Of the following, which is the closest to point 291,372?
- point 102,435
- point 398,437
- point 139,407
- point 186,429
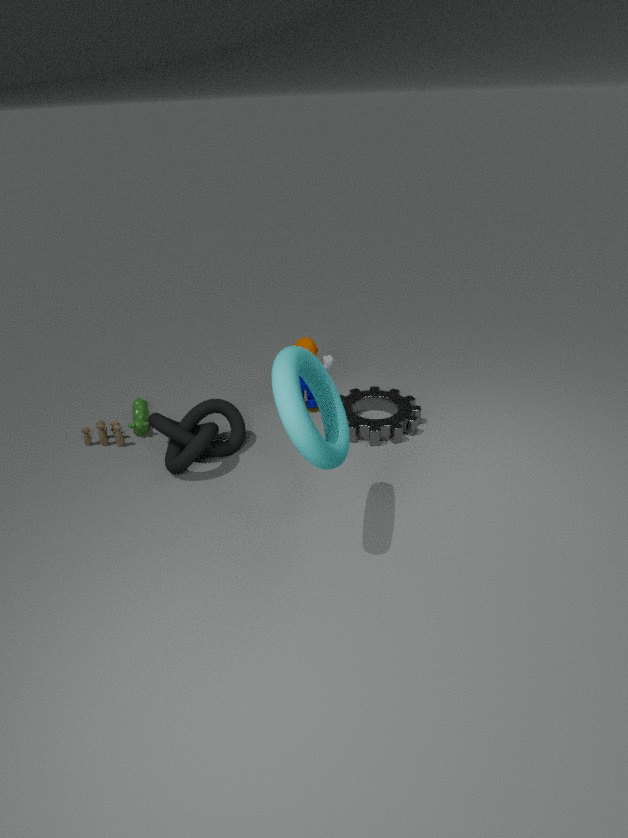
point 186,429
